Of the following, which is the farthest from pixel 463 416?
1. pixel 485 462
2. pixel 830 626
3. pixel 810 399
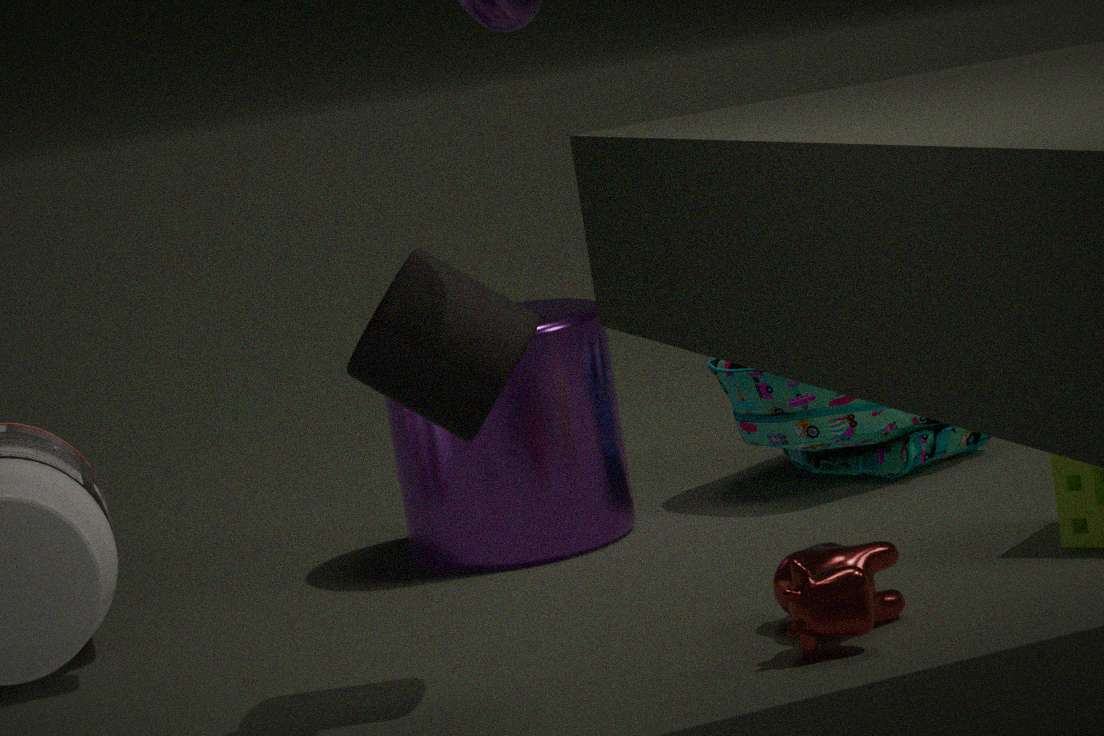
pixel 810 399
